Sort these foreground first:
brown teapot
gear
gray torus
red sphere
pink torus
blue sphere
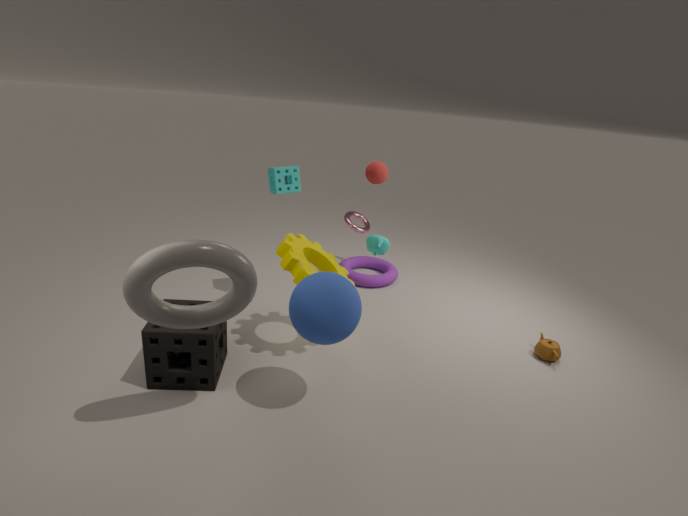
1. gray torus
2. blue sphere
3. gear
4. brown teapot
5. red sphere
6. pink torus
